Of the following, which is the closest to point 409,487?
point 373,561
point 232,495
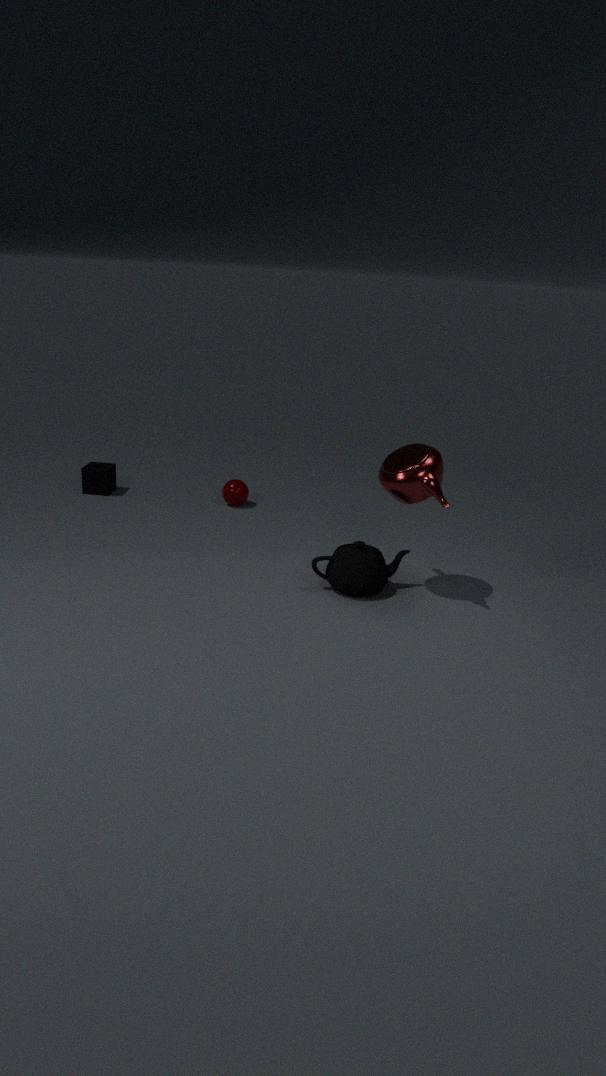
point 373,561
